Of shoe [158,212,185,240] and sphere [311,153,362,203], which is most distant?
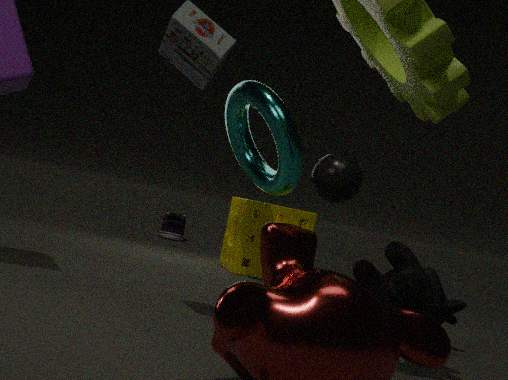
shoe [158,212,185,240]
